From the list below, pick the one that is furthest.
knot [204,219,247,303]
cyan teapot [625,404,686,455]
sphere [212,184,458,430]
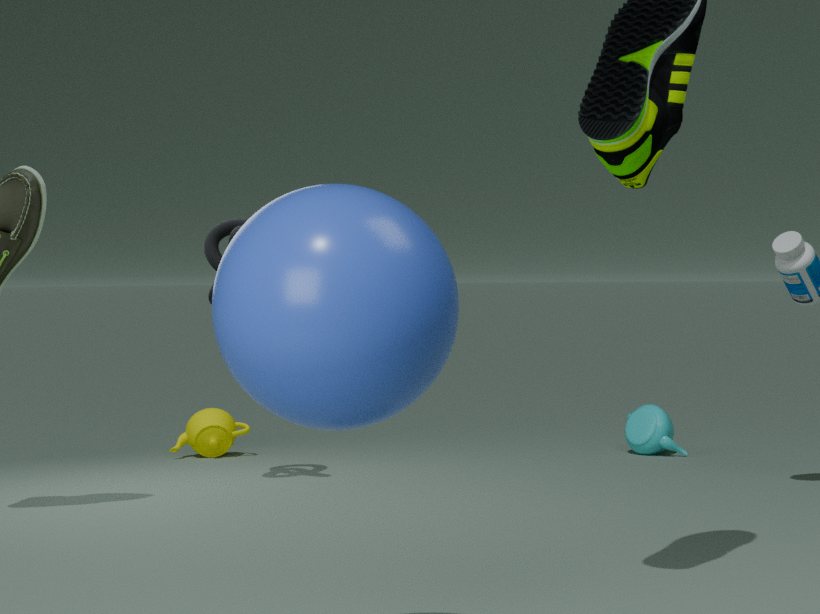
cyan teapot [625,404,686,455]
